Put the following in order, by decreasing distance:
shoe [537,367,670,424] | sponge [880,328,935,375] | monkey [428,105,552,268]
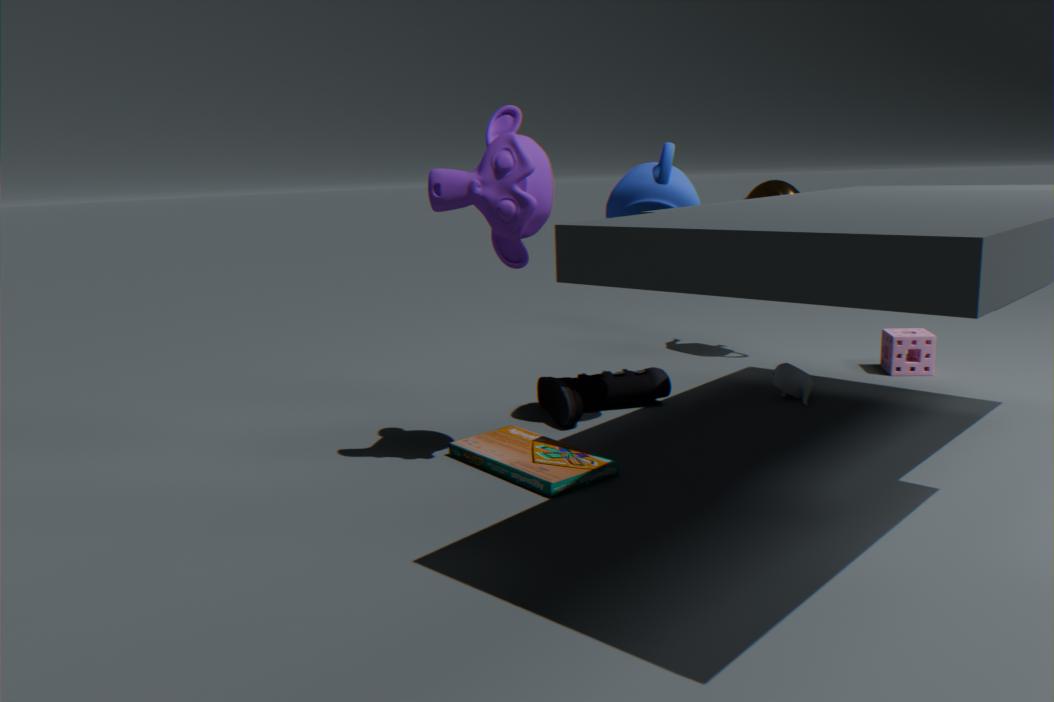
sponge [880,328,935,375] → shoe [537,367,670,424] → monkey [428,105,552,268]
